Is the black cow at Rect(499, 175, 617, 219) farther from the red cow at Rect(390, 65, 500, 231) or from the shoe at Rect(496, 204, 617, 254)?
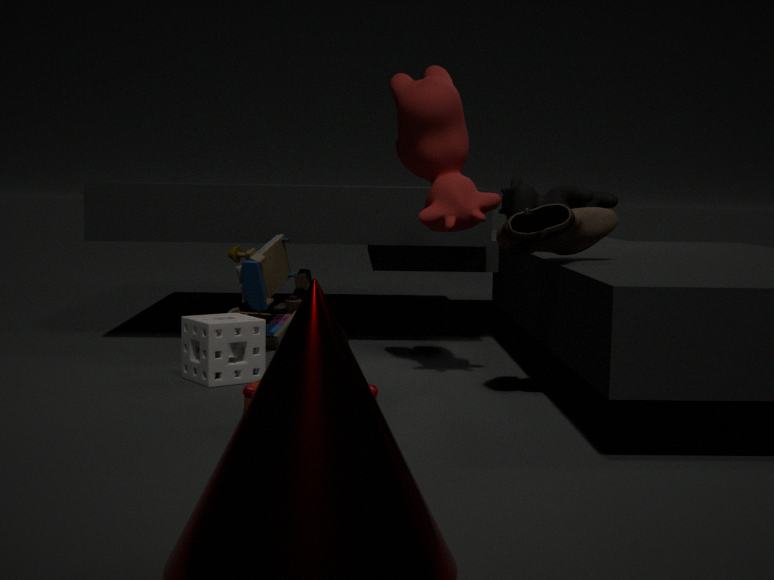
the shoe at Rect(496, 204, 617, 254)
